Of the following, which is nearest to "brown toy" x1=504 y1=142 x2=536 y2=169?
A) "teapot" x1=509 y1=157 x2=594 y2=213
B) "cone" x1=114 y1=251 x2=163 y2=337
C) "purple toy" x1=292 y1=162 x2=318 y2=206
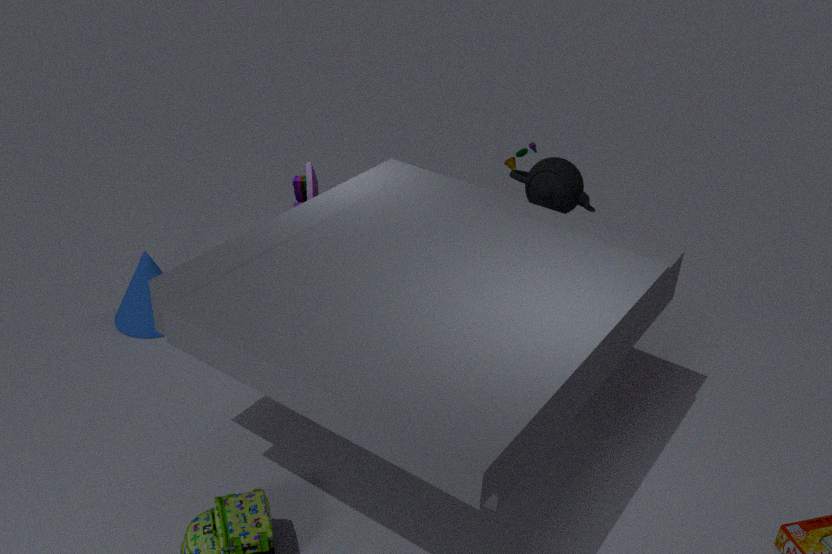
"teapot" x1=509 y1=157 x2=594 y2=213
